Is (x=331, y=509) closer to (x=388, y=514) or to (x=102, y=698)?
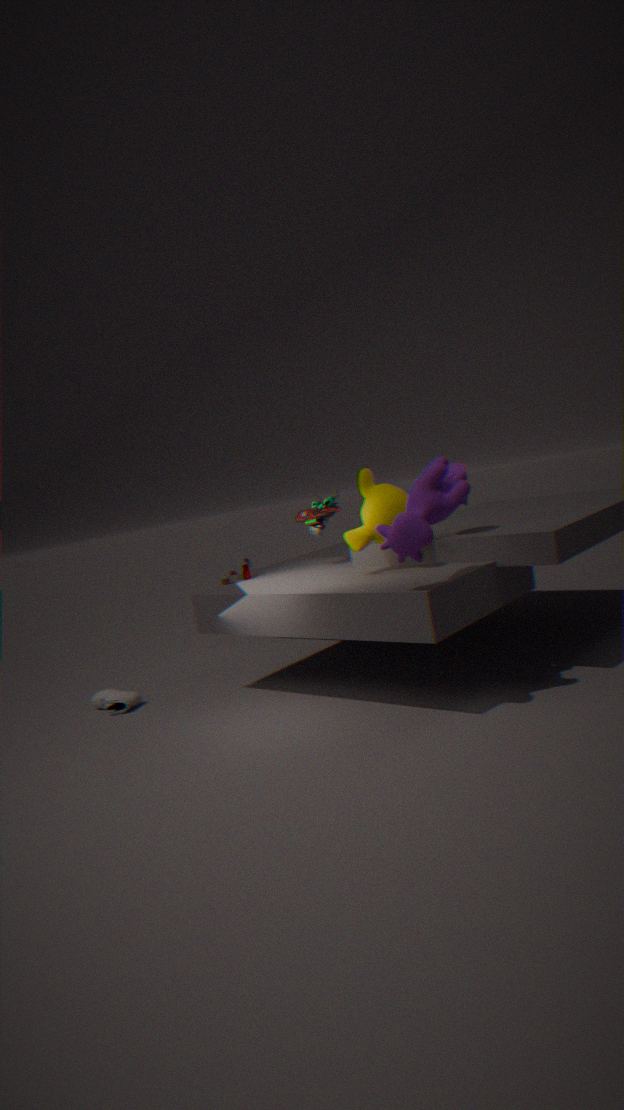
(x=388, y=514)
